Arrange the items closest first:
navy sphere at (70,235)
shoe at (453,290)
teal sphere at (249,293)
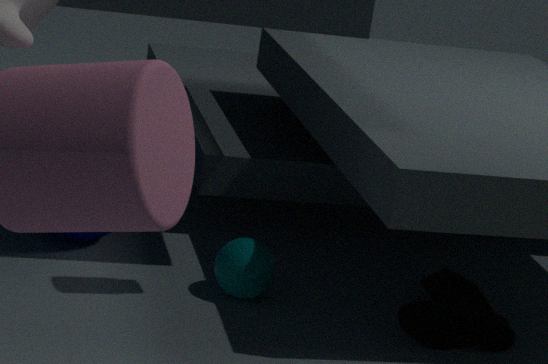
shoe at (453,290)
teal sphere at (249,293)
navy sphere at (70,235)
